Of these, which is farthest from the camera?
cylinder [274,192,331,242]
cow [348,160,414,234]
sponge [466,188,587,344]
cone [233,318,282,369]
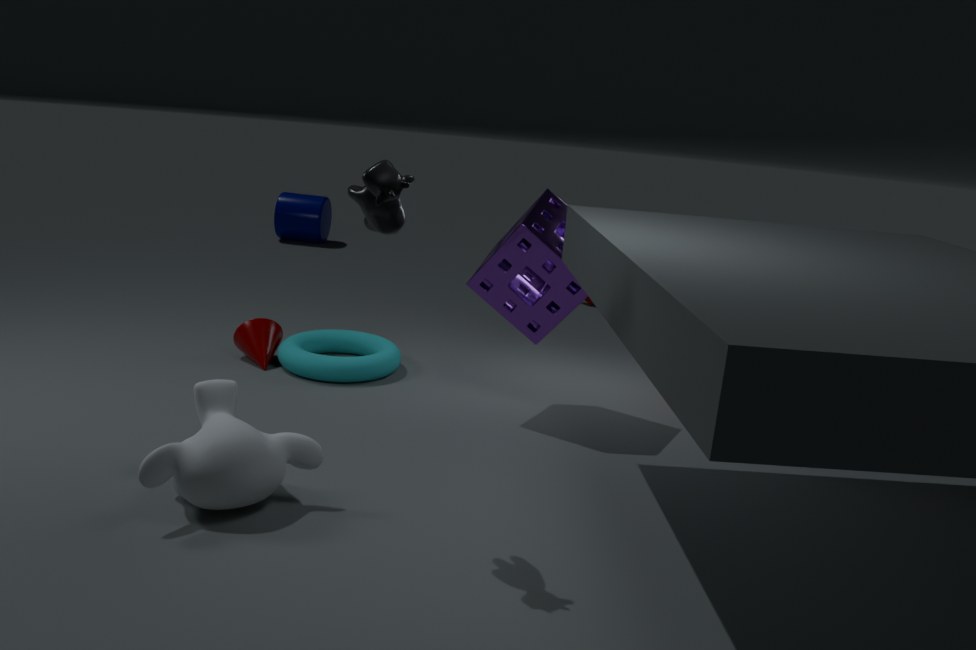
cylinder [274,192,331,242]
